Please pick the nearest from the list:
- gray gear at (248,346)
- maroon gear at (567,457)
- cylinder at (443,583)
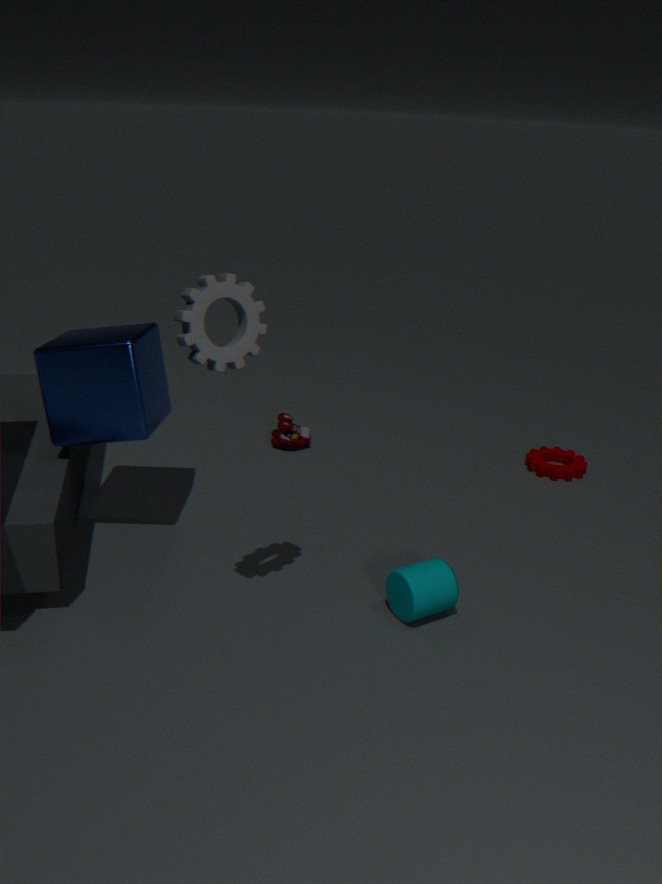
gray gear at (248,346)
